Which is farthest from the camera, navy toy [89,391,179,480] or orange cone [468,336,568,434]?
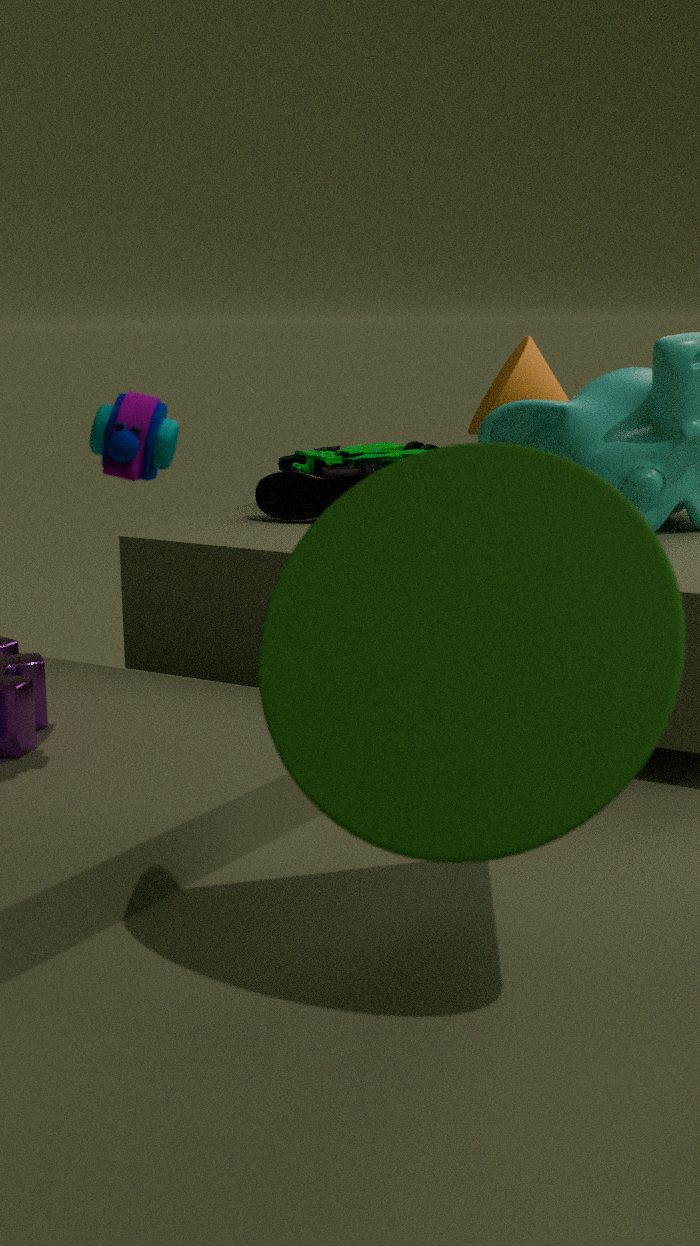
orange cone [468,336,568,434]
